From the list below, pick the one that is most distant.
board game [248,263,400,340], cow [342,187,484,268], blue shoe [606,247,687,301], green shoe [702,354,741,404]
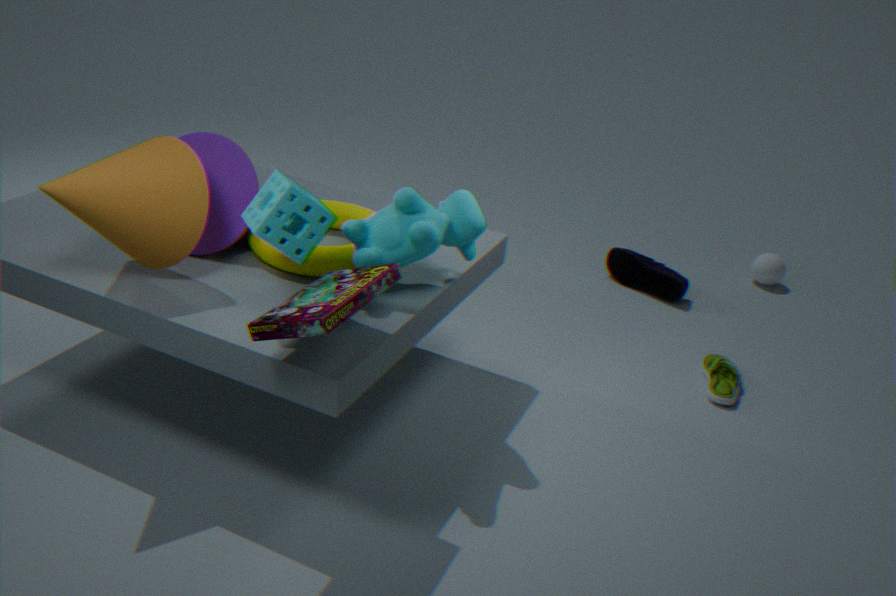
blue shoe [606,247,687,301]
